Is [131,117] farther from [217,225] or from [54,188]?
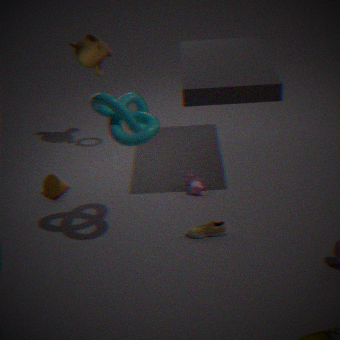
[54,188]
